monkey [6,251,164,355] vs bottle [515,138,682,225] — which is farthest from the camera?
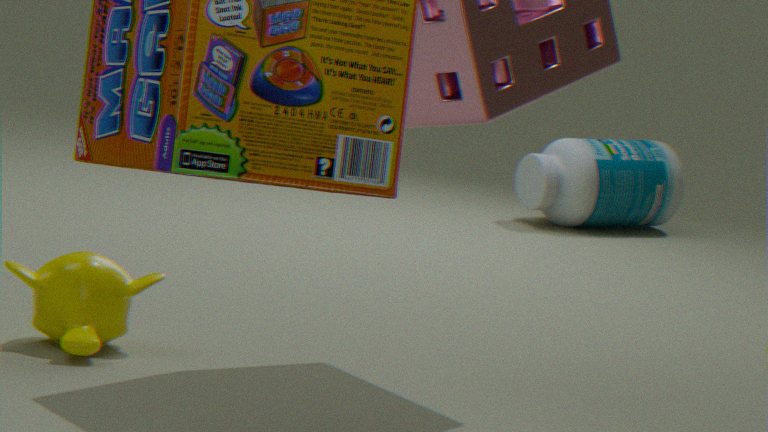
bottle [515,138,682,225]
